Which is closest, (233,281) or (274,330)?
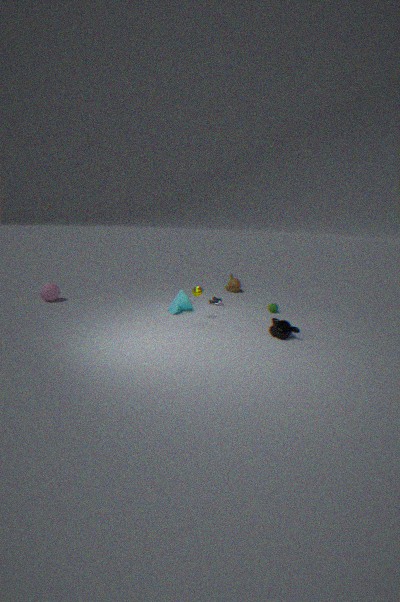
(274,330)
